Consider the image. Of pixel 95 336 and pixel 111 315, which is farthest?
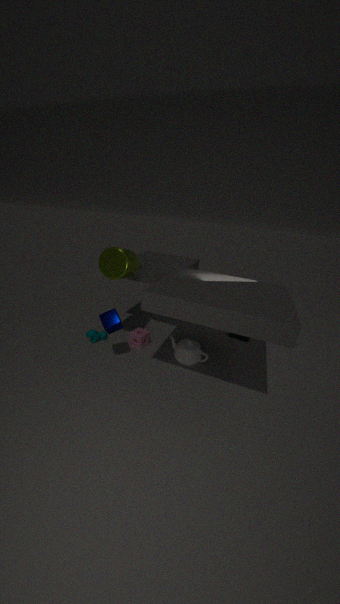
pixel 95 336
